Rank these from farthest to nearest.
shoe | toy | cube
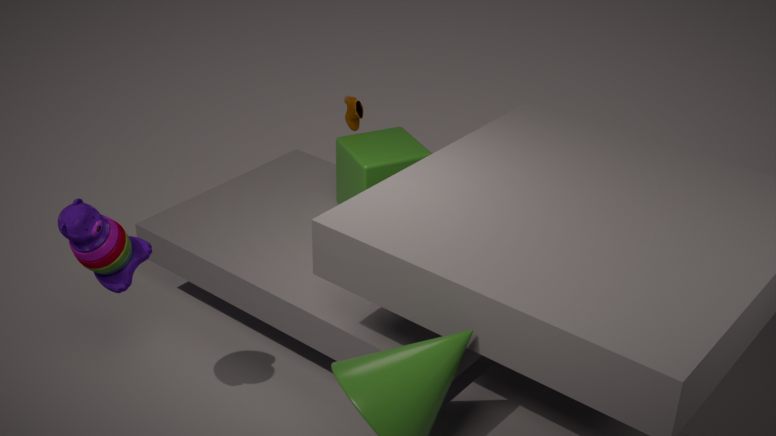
shoe < cube < toy
